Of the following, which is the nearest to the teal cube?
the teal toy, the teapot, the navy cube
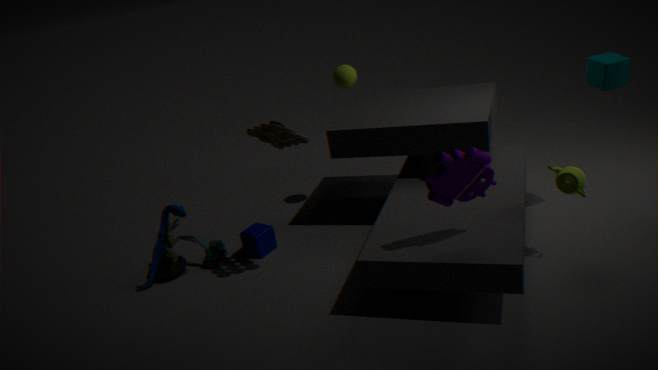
the teapot
